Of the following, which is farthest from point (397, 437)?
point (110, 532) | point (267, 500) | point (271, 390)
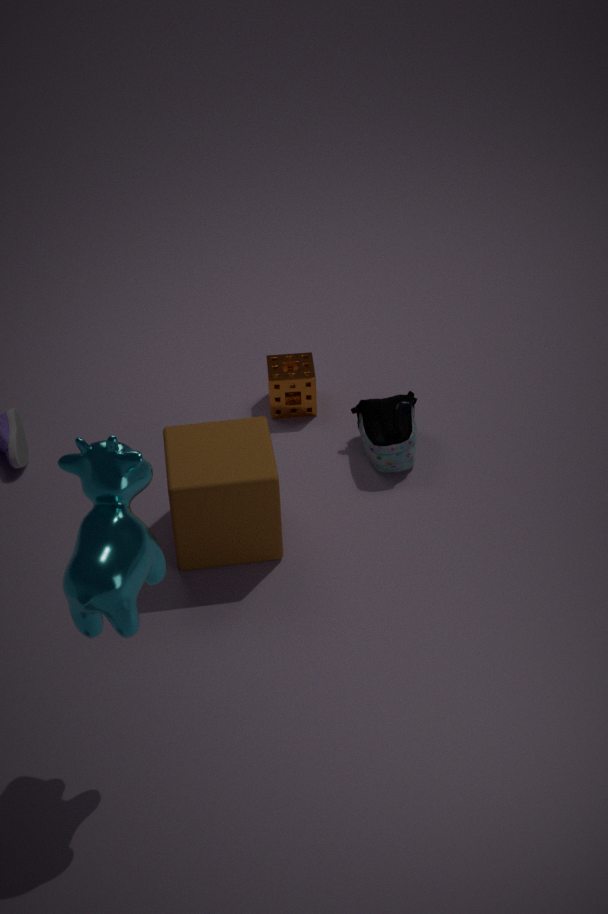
point (110, 532)
